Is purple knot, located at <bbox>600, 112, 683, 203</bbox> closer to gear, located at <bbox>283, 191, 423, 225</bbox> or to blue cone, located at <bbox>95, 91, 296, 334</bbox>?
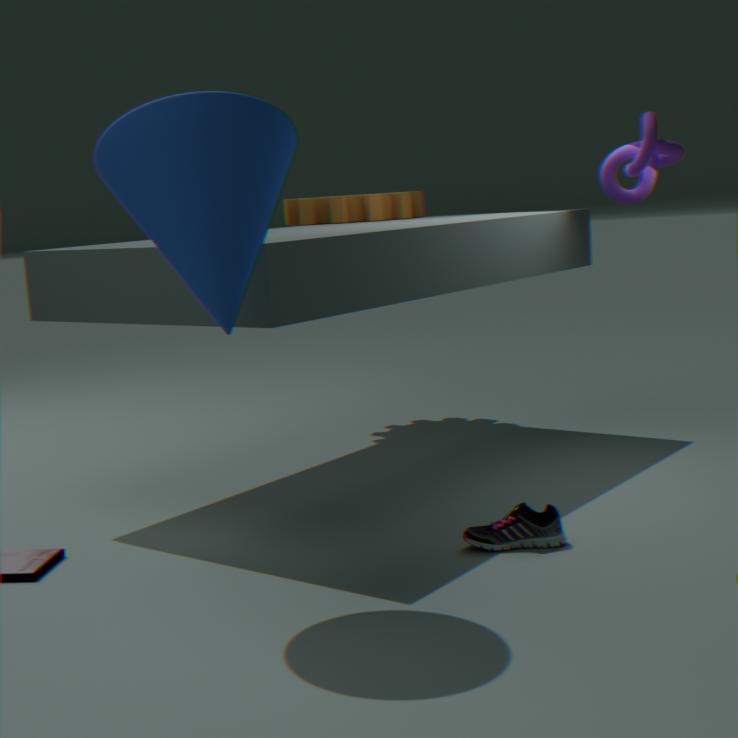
gear, located at <bbox>283, 191, 423, 225</bbox>
